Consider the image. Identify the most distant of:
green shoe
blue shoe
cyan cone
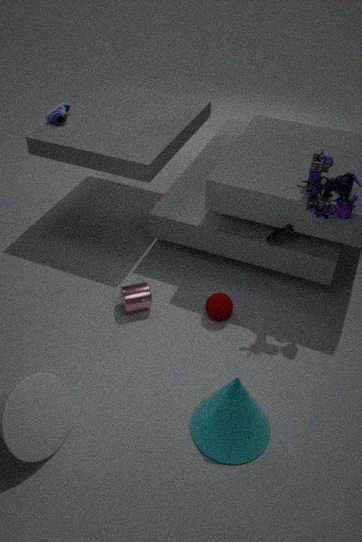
blue shoe
